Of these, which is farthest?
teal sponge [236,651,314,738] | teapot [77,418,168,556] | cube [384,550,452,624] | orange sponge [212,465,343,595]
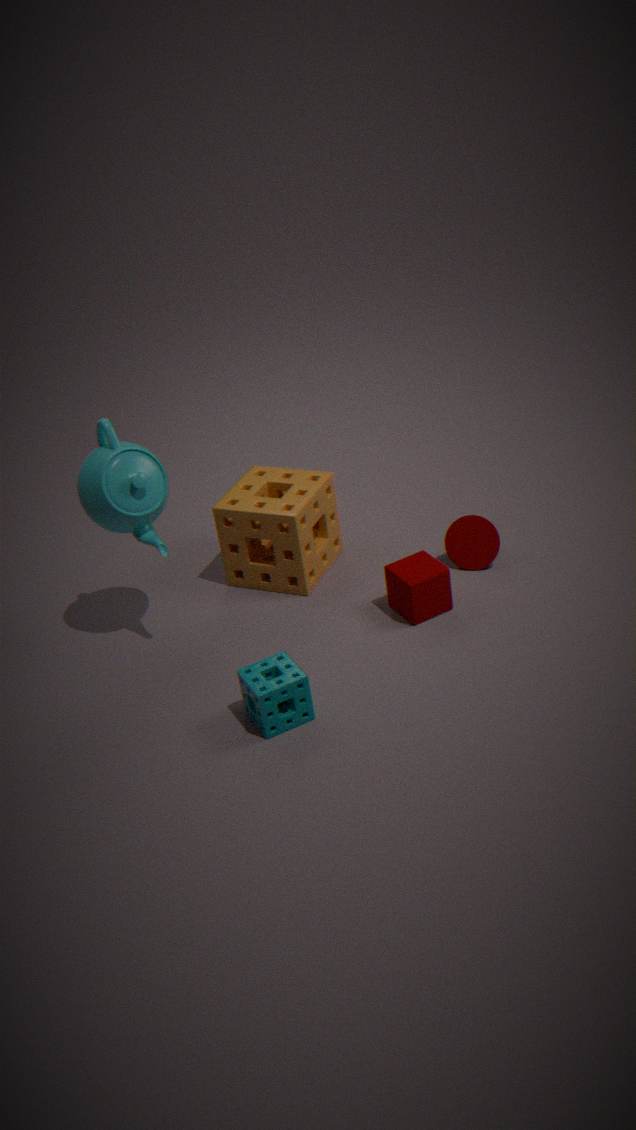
orange sponge [212,465,343,595]
